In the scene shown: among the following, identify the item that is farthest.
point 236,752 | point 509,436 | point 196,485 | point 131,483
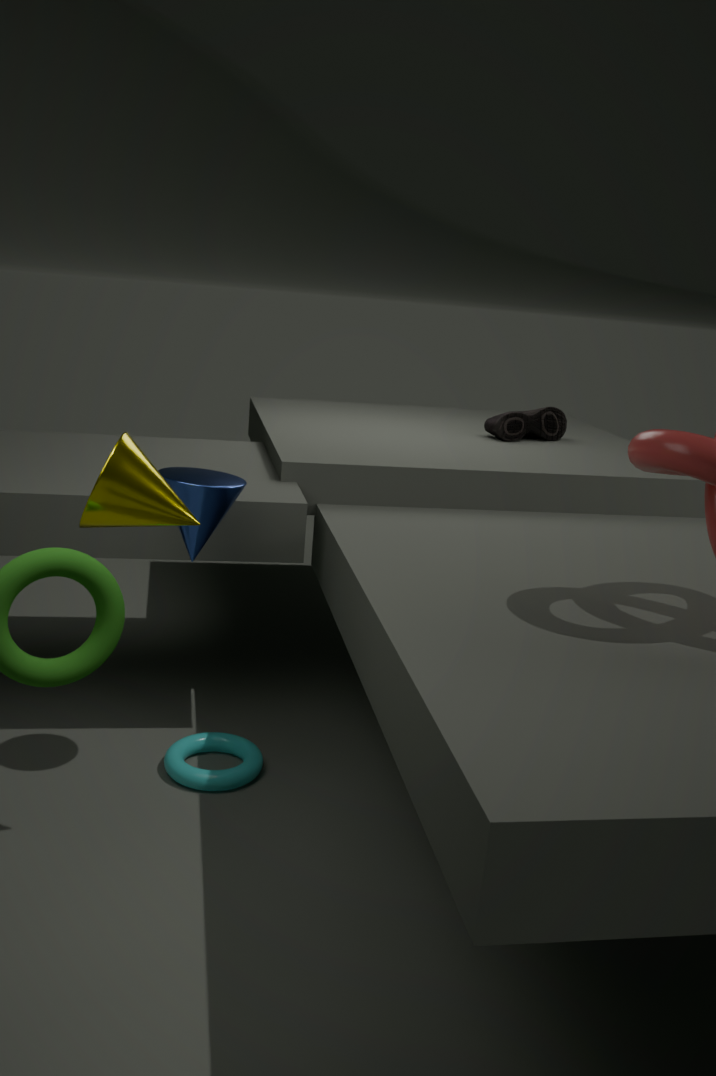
point 509,436
